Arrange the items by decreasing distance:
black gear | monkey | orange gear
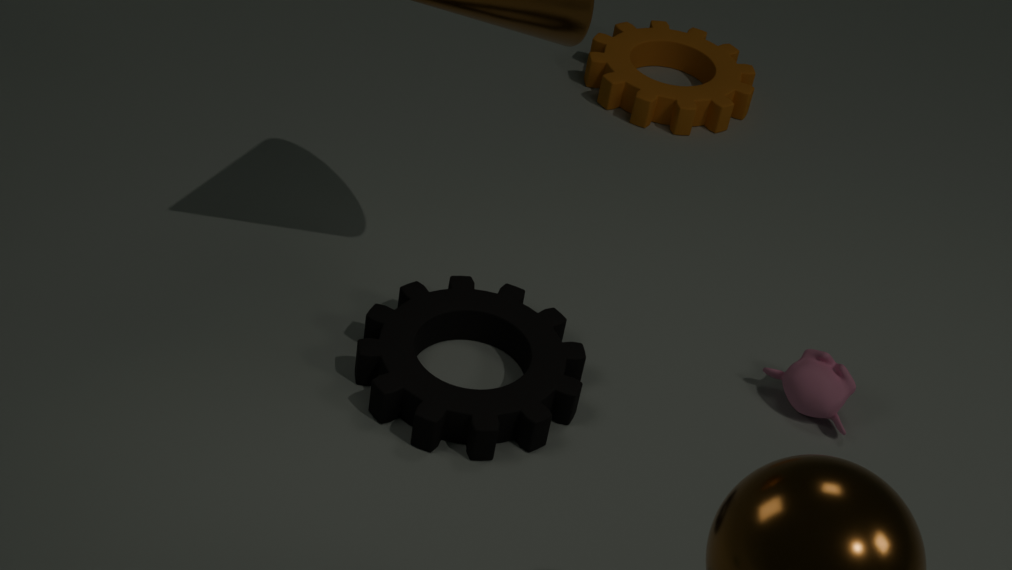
orange gear
monkey
black gear
